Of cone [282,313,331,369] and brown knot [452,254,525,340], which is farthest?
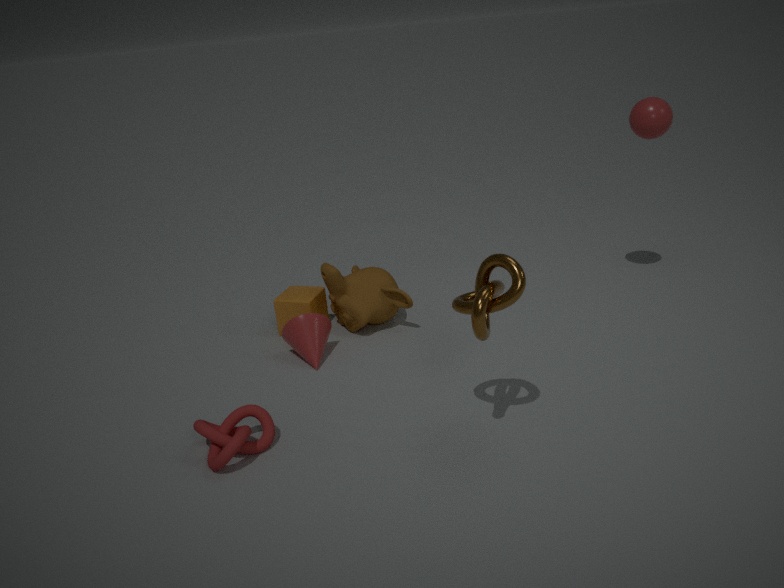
cone [282,313,331,369]
